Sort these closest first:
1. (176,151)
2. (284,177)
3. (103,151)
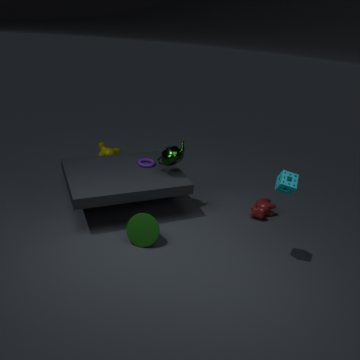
(284,177) < (176,151) < (103,151)
